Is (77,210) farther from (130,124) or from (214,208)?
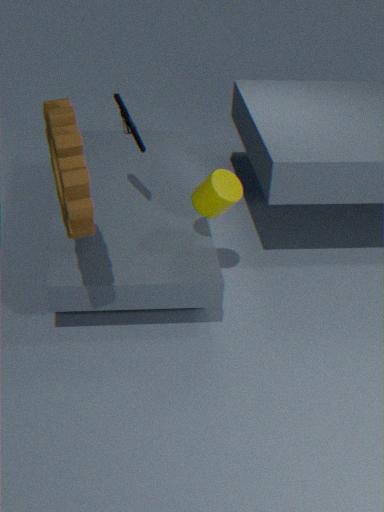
(214,208)
